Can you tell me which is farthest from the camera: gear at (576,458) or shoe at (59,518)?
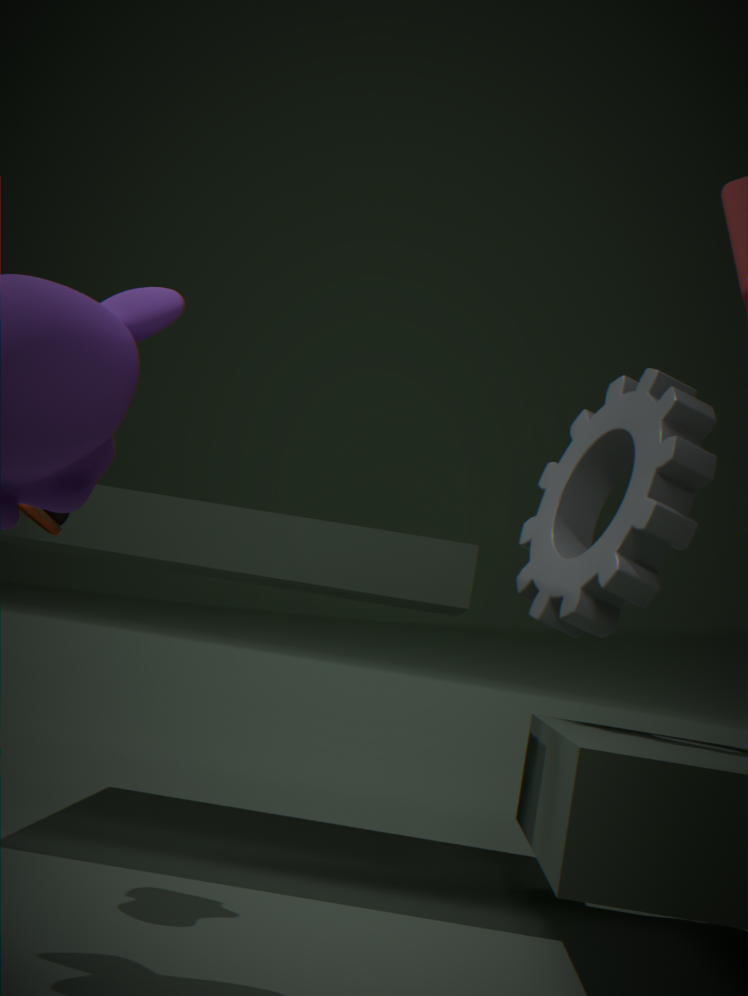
gear at (576,458)
